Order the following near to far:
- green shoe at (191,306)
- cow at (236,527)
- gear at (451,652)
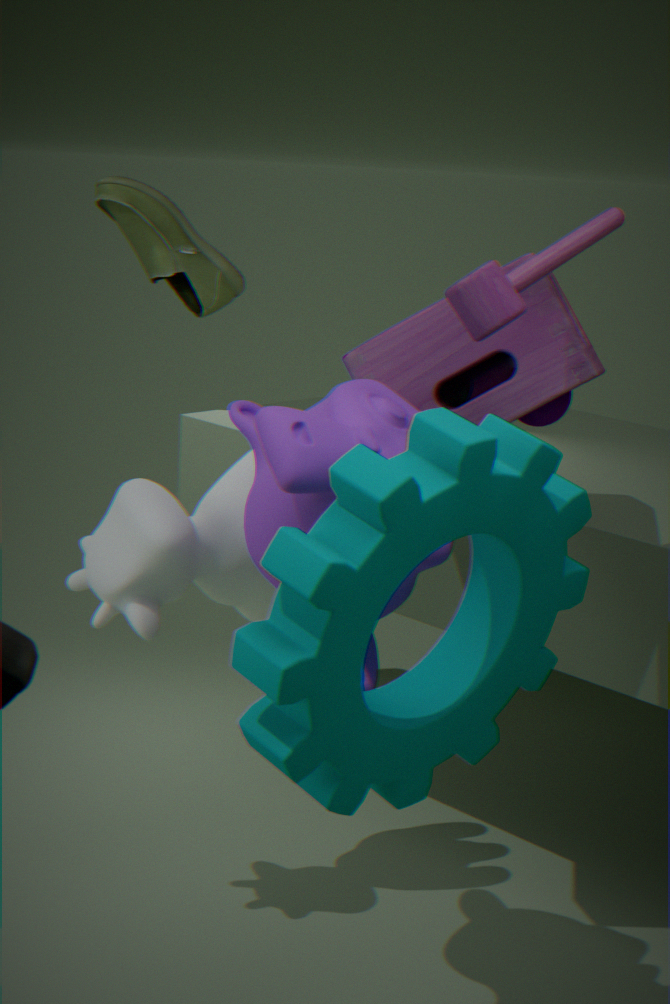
gear at (451,652)
cow at (236,527)
green shoe at (191,306)
